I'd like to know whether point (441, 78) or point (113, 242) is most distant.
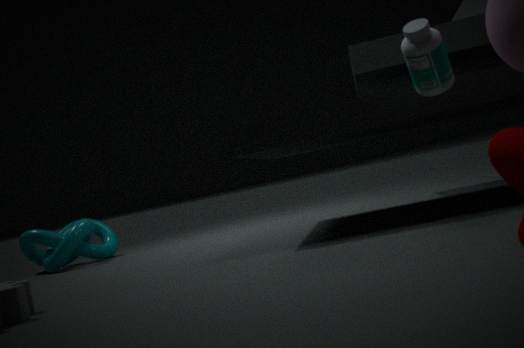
point (113, 242)
